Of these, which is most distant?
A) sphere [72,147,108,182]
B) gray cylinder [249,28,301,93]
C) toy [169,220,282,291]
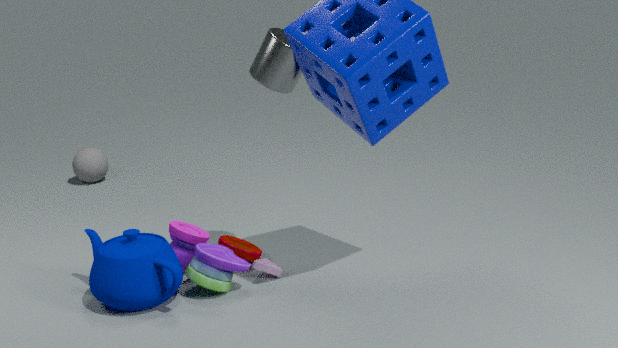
sphere [72,147,108,182]
